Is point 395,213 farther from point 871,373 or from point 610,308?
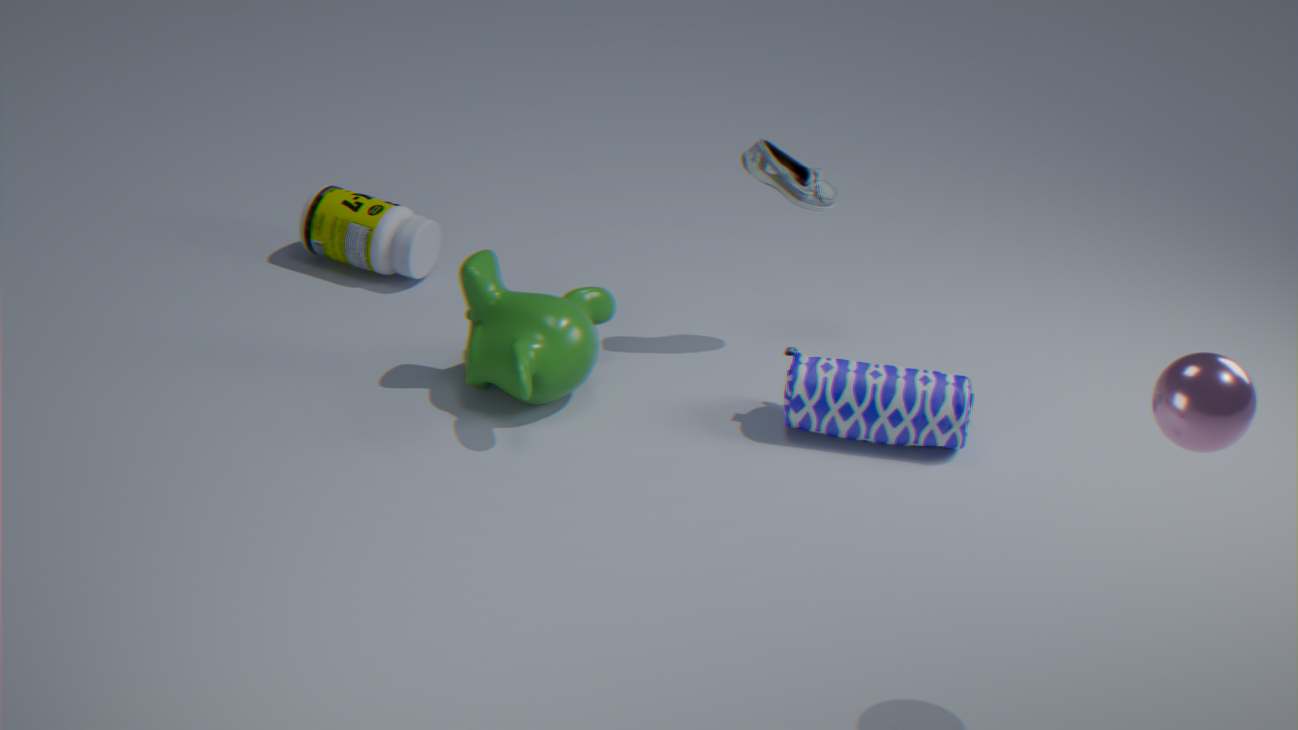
point 871,373
